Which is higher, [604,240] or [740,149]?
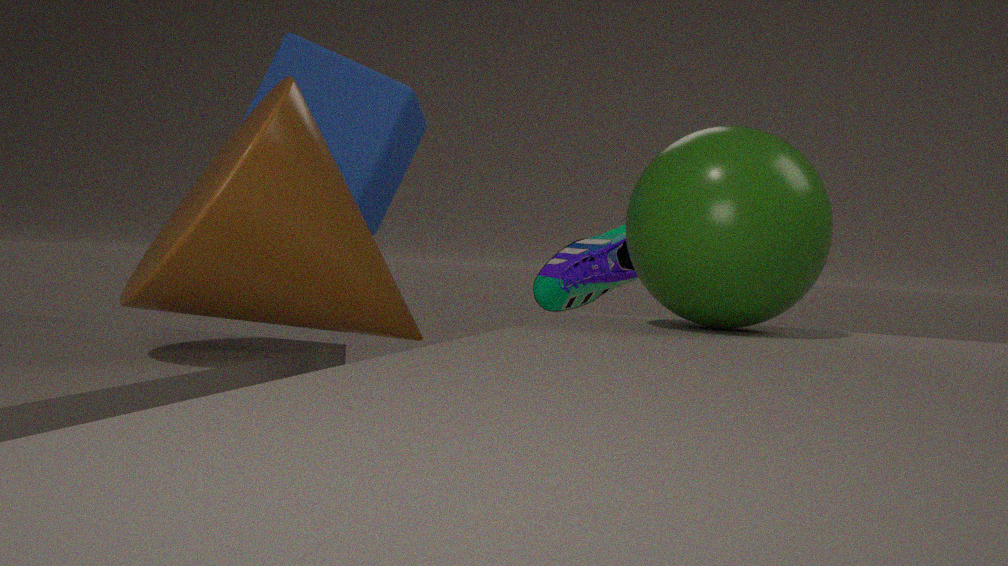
[740,149]
